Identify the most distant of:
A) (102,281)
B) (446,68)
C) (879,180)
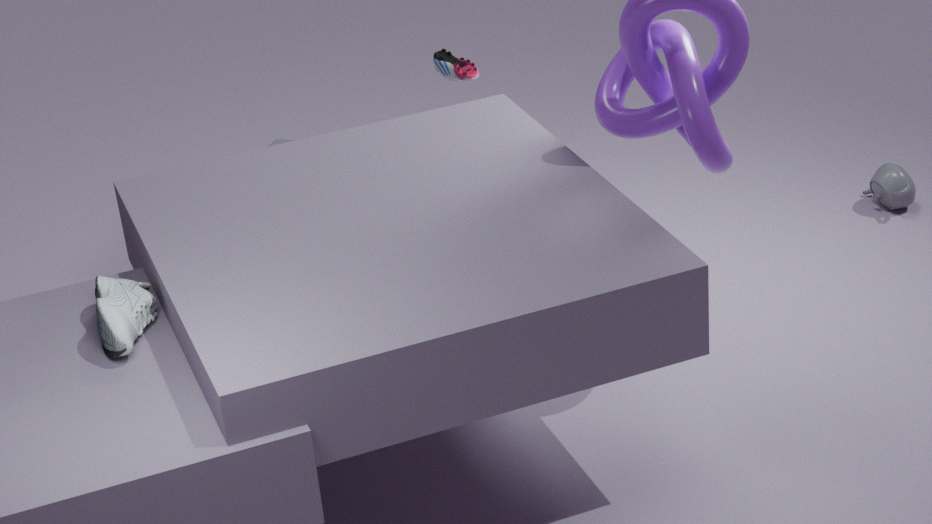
(879,180)
